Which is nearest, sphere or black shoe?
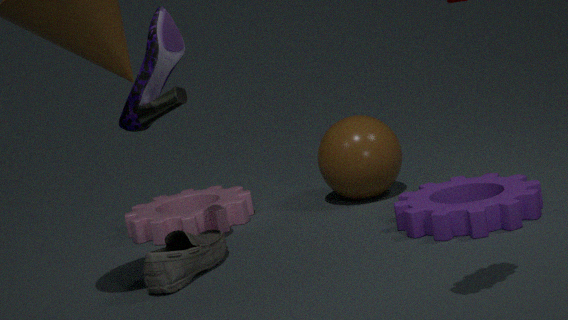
black shoe
